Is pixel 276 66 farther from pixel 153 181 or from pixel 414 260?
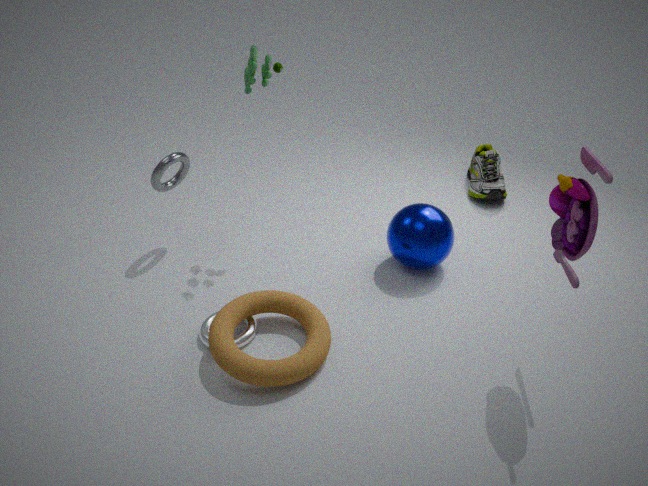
pixel 414 260
